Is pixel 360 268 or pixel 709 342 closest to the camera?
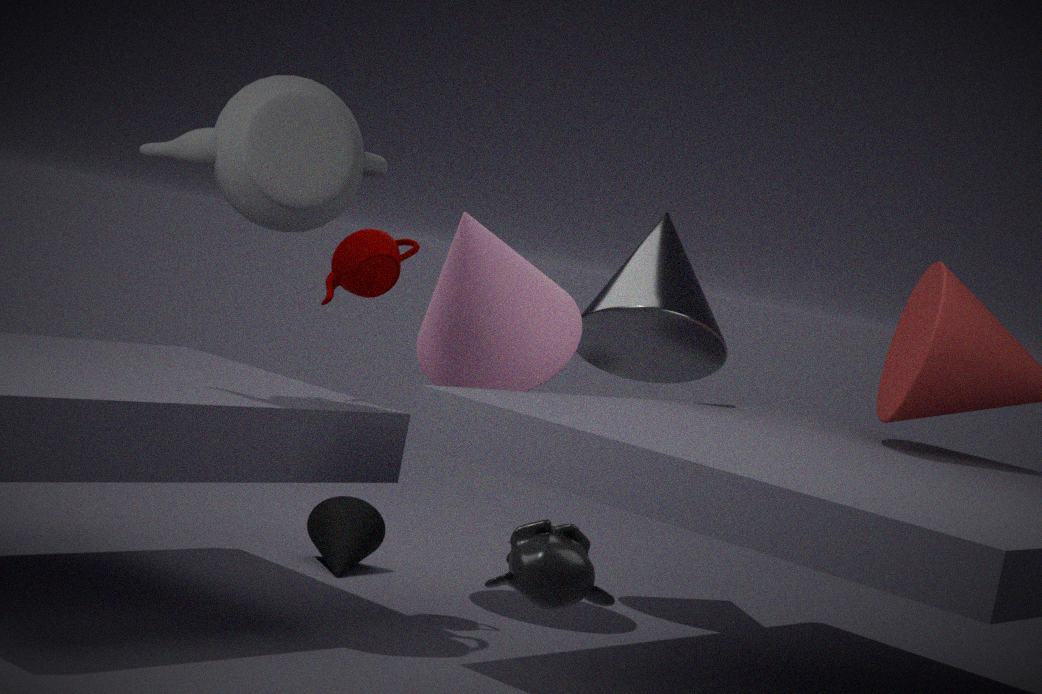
pixel 360 268
